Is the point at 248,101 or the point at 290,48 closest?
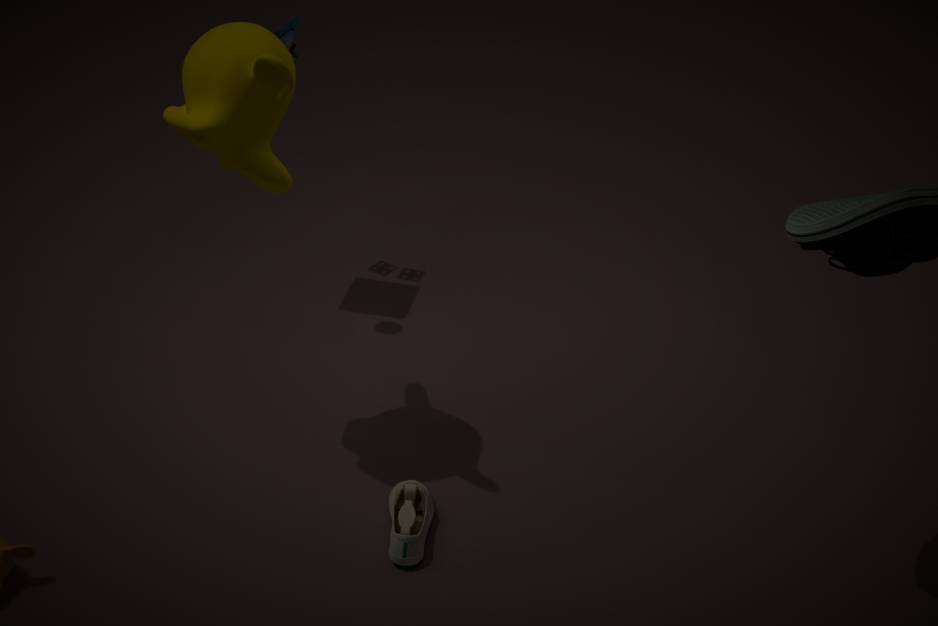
the point at 248,101
